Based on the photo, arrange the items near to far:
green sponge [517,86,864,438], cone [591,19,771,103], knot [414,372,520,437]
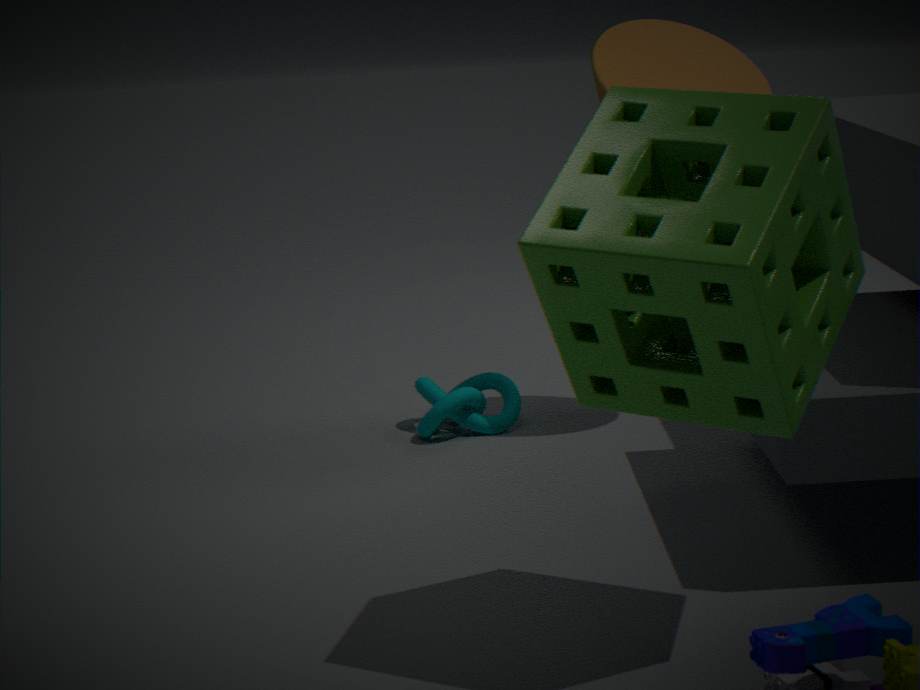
green sponge [517,86,864,438], cone [591,19,771,103], knot [414,372,520,437]
